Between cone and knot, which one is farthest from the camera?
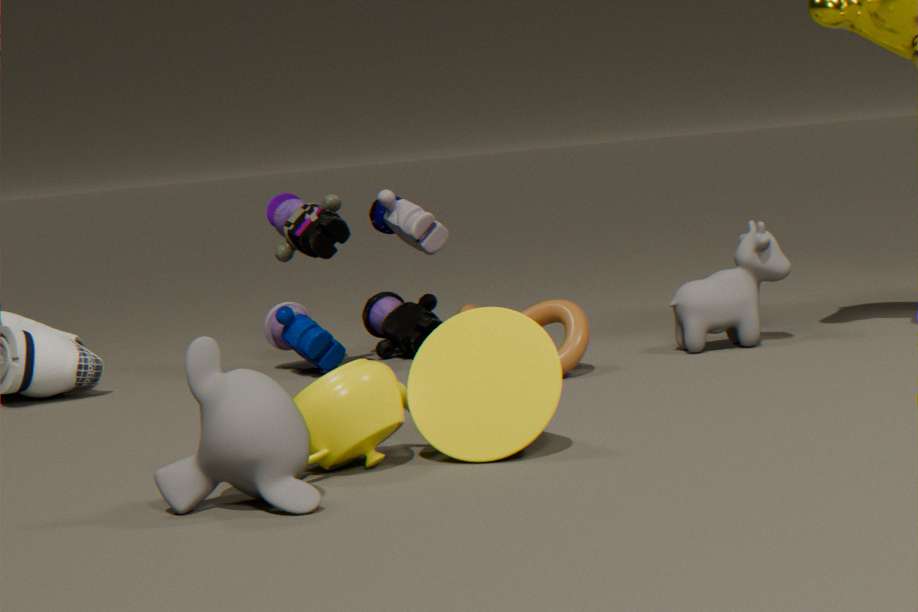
knot
